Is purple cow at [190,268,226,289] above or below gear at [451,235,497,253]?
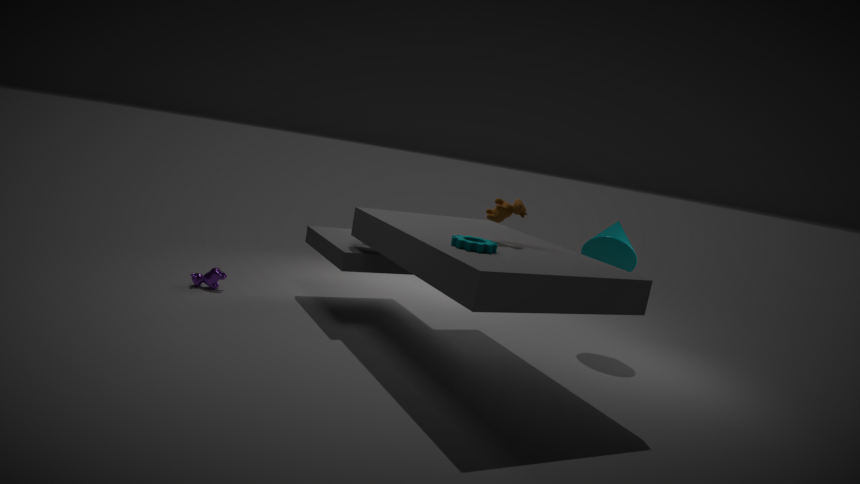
below
